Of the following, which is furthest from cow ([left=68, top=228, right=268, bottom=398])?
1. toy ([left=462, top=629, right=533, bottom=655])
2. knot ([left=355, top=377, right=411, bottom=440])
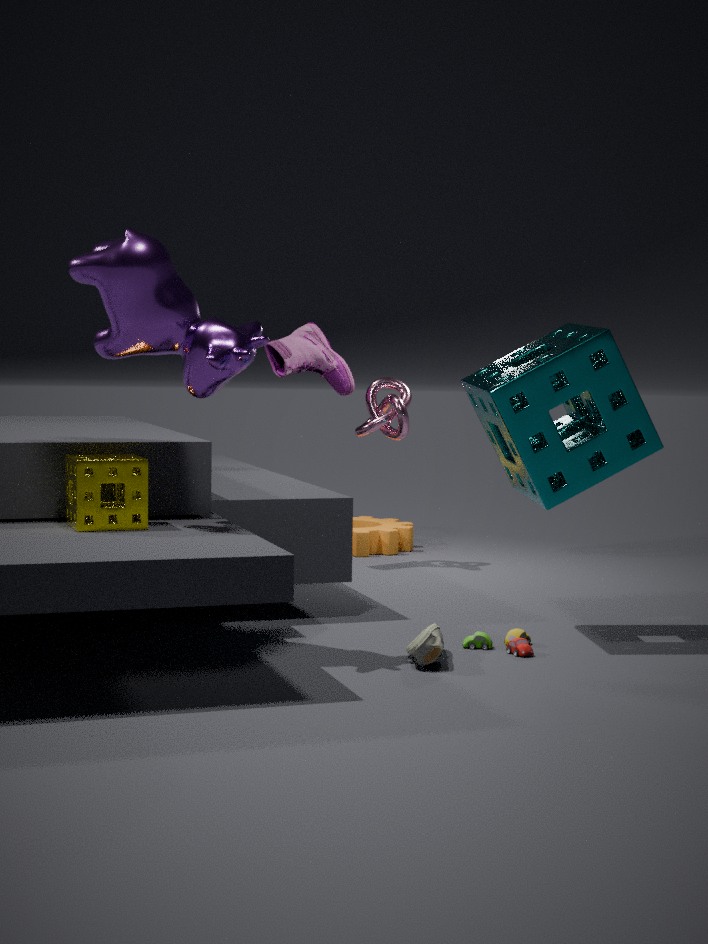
knot ([left=355, top=377, right=411, bottom=440])
